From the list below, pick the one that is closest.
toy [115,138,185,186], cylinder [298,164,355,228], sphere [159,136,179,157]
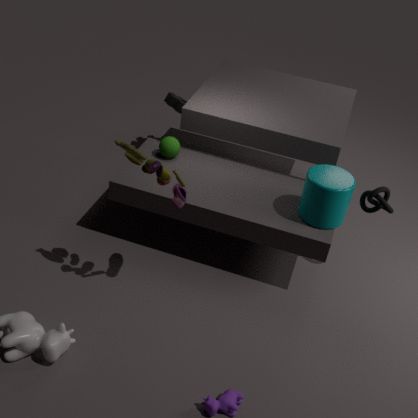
toy [115,138,185,186]
